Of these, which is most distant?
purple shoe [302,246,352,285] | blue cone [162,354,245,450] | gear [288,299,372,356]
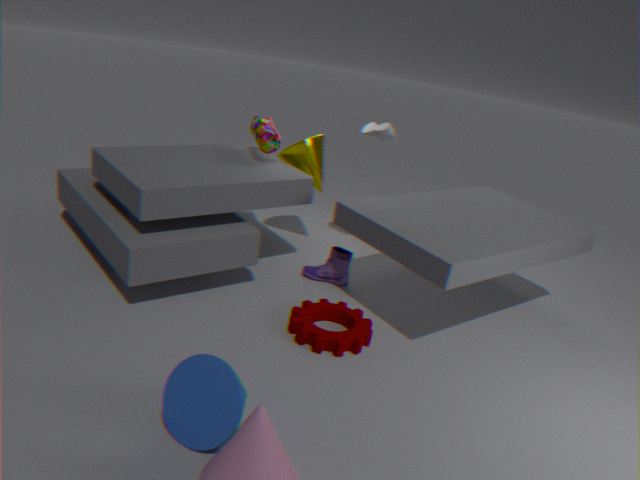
purple shoe [302,246,352,285]
